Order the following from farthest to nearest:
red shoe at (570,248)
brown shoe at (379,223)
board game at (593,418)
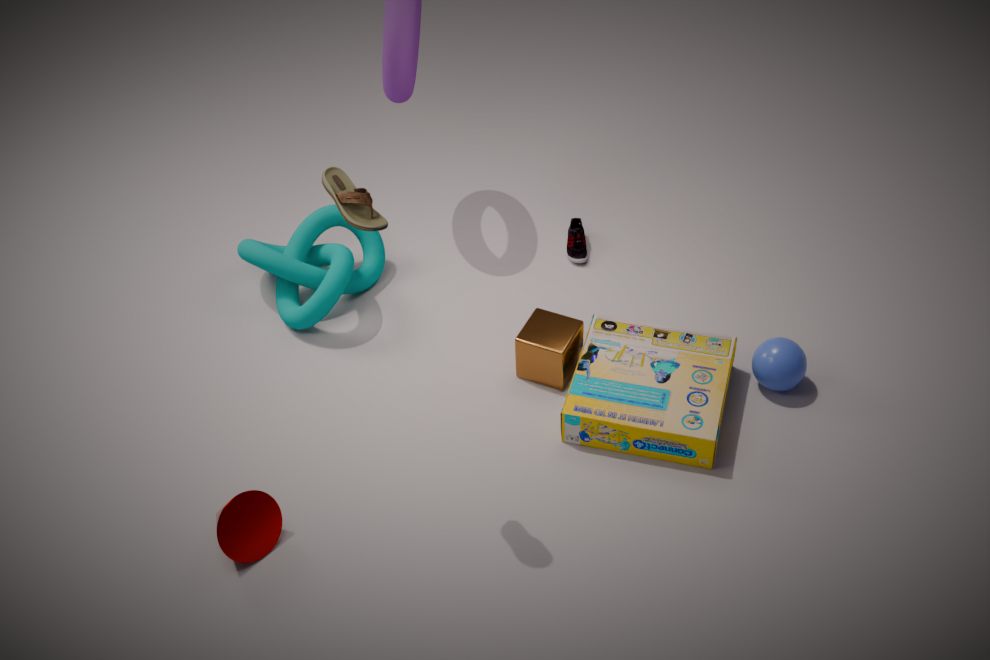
red shoe at (570,248) < board game at (593,418) < brown shoe at (379,223)
